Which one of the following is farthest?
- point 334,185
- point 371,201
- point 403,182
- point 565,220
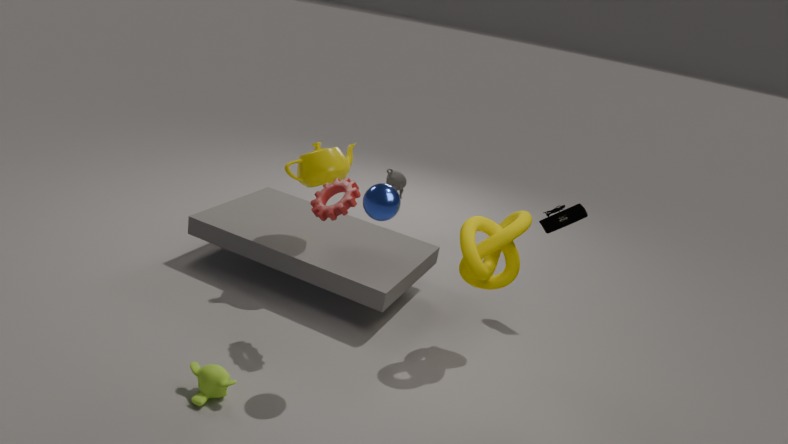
point 403,182
